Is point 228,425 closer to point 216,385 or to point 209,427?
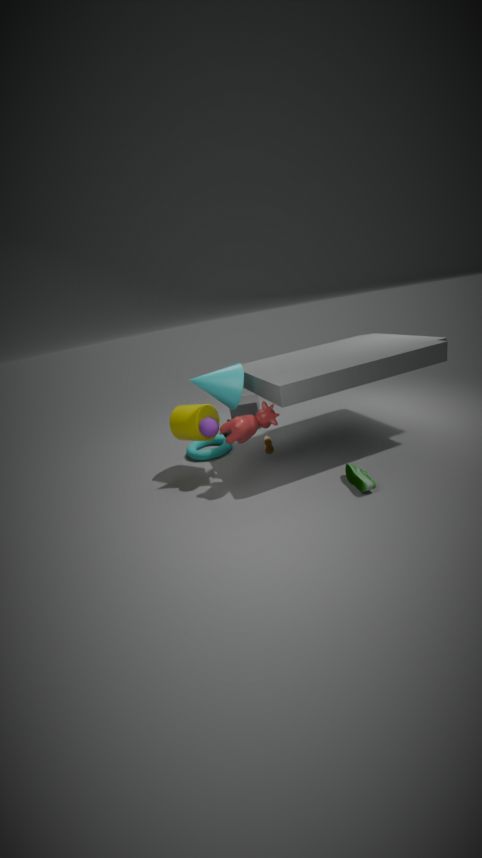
point 209,427
